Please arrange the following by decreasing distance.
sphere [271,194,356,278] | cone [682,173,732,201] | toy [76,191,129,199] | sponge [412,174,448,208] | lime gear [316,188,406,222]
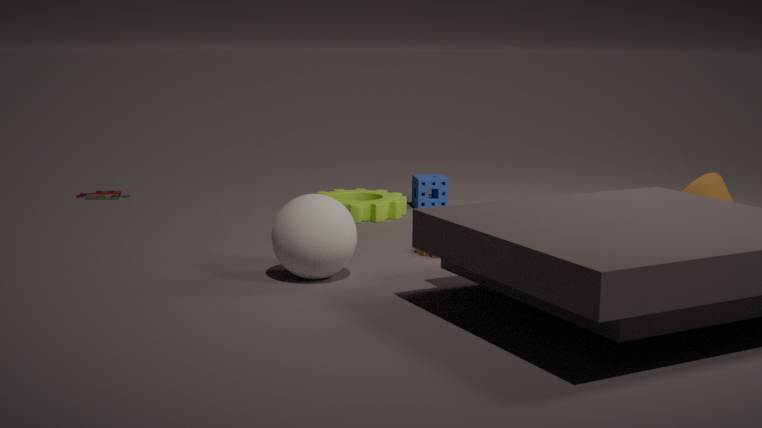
1. toy [76,191,129,199]
2. sponge [412,174,448,208]
3. lime gear [316,188,406,222]
4. cone [682,173,732,201]
5. sphere [271,194,356,278]
